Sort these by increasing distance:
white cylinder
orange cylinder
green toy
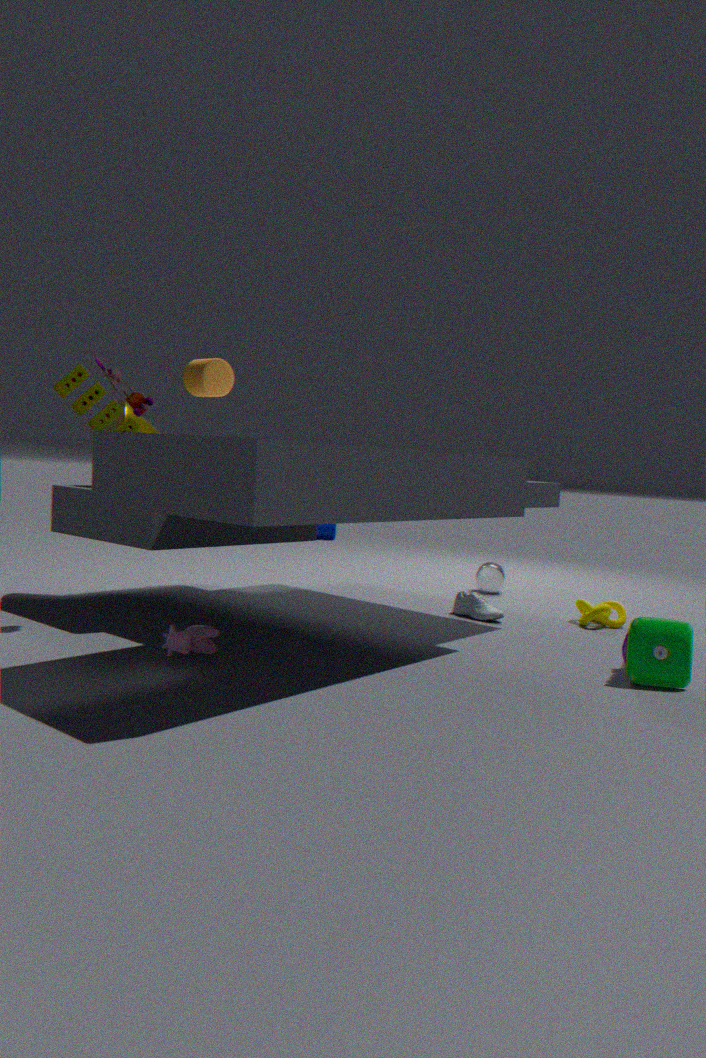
green toy < orange cylinder < white cylinder
